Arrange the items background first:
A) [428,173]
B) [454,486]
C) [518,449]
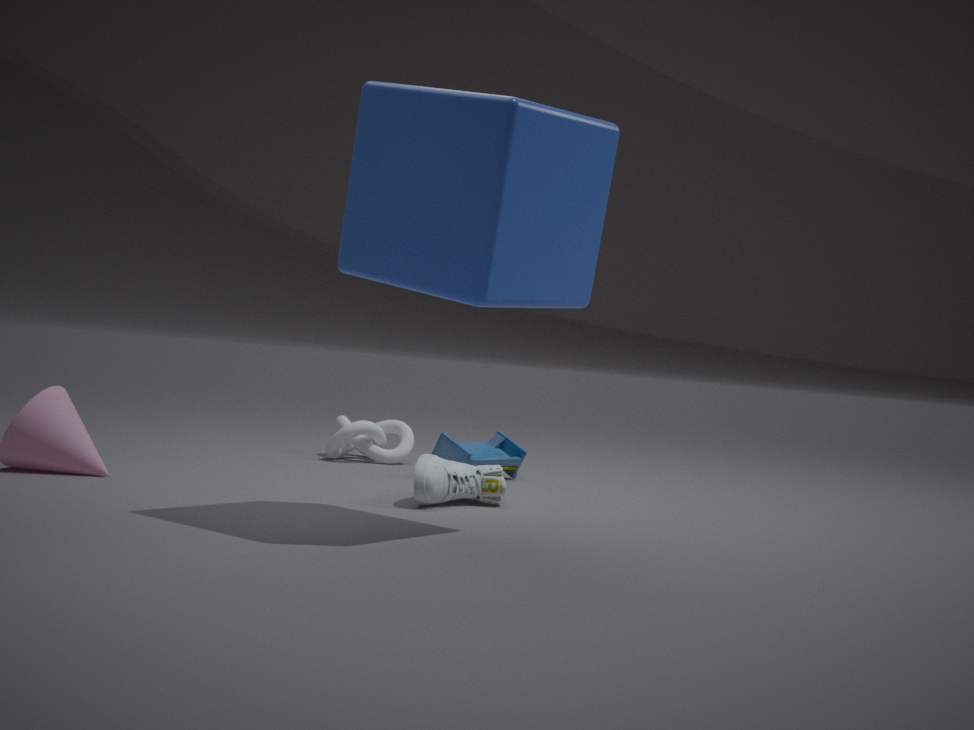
[518,449] < [454,486] < [428,173]
